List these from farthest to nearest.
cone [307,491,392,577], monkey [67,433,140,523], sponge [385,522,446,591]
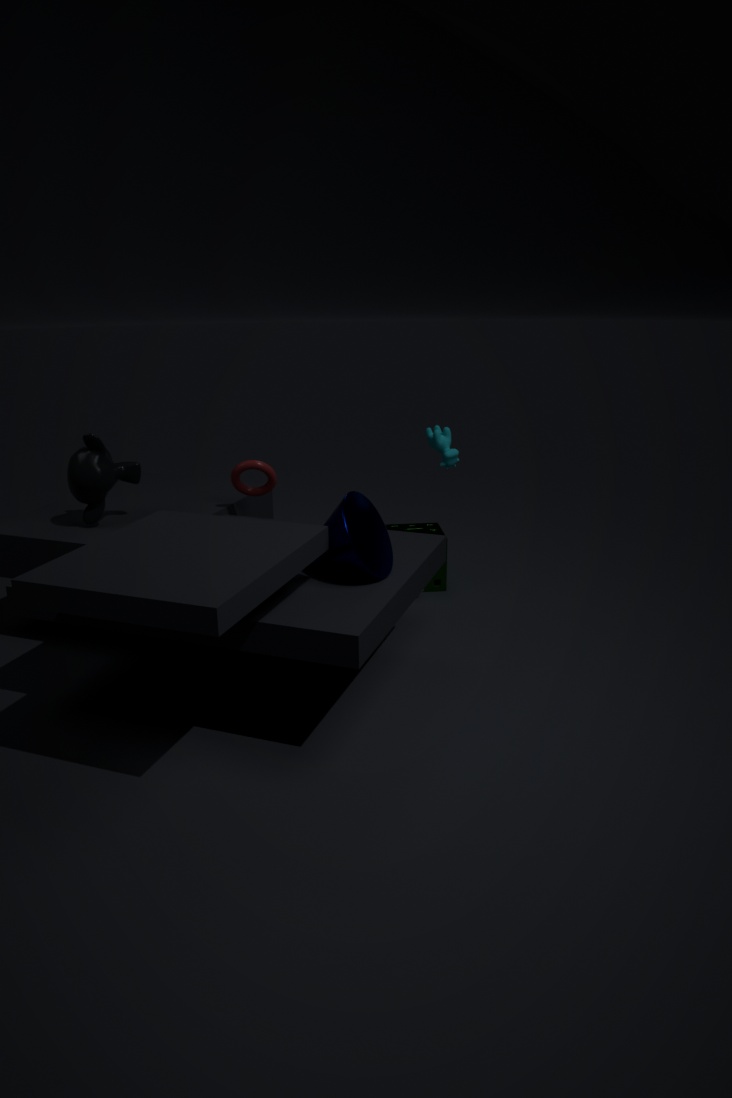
1. sponge [385,522,446,591]
2. monkey [67,433,140,523]
3. cone [307,491,392,577]
